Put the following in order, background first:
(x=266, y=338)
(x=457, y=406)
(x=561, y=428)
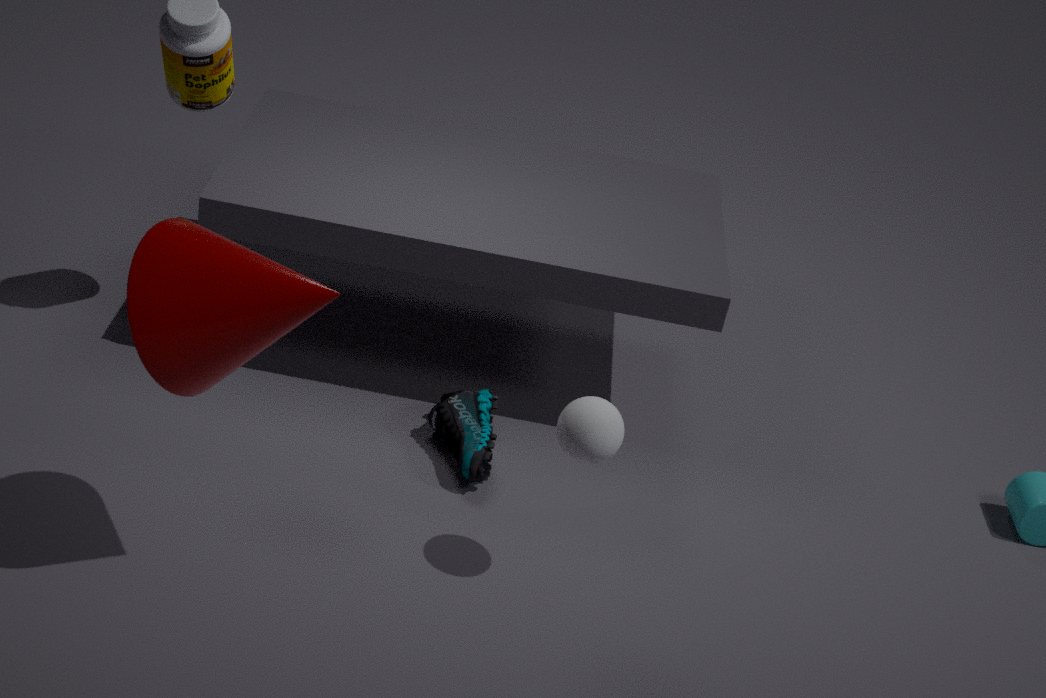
1. (x=457, y=406)
2. (x=561, y=428)
3. (x=266, y=338)
